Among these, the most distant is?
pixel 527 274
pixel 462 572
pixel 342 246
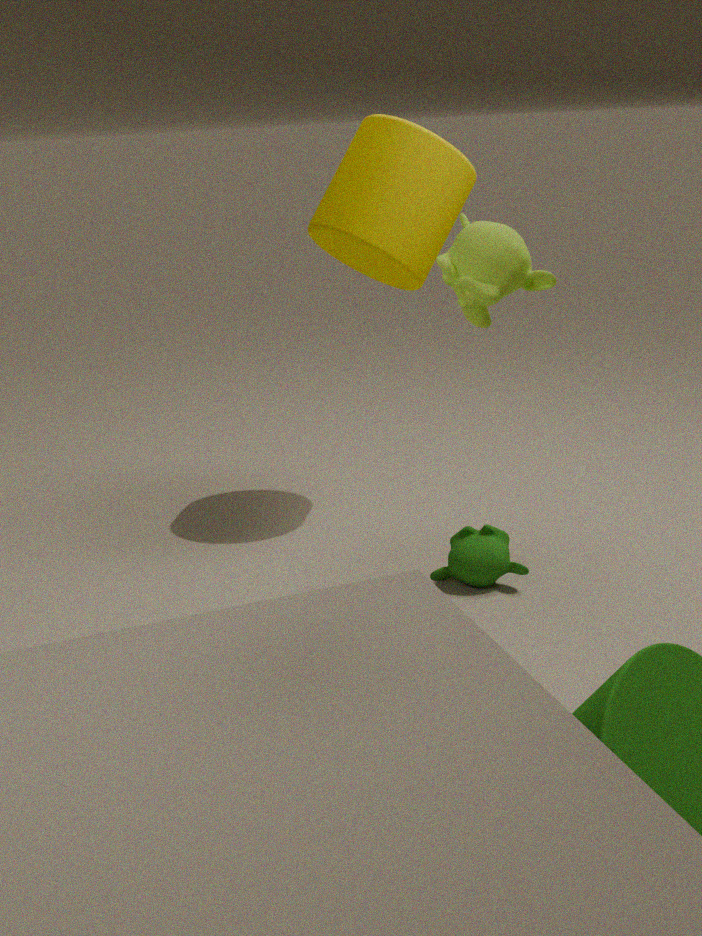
pixel 342 246
